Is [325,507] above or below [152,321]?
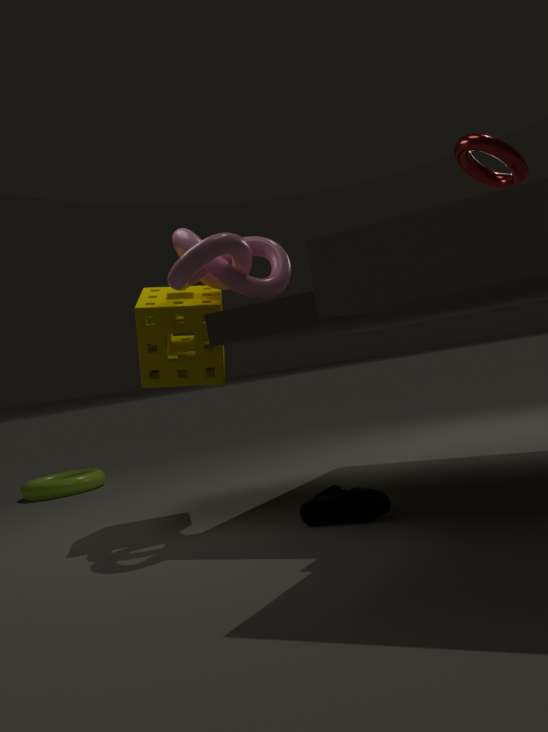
below
